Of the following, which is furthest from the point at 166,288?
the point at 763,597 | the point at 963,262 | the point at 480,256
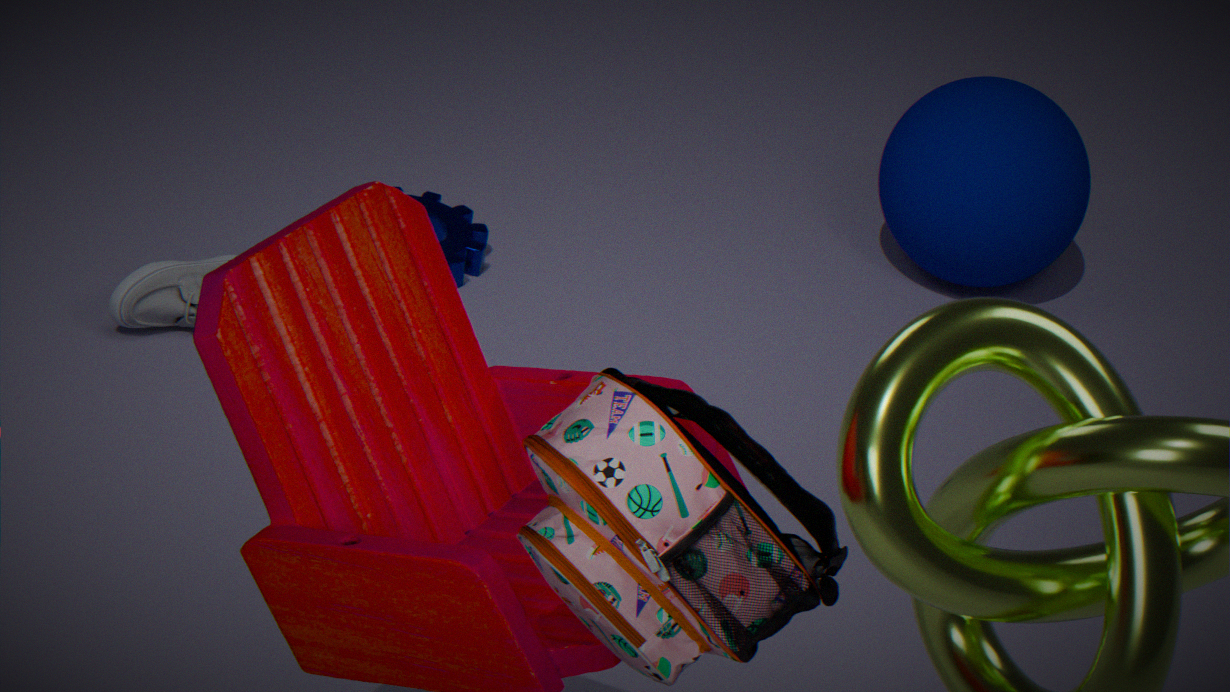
the point at 763,597
